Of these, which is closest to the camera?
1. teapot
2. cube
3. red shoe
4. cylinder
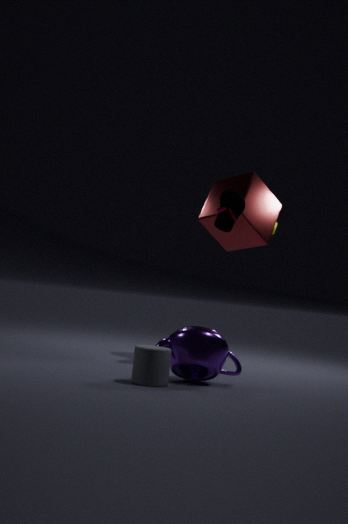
cylinder
